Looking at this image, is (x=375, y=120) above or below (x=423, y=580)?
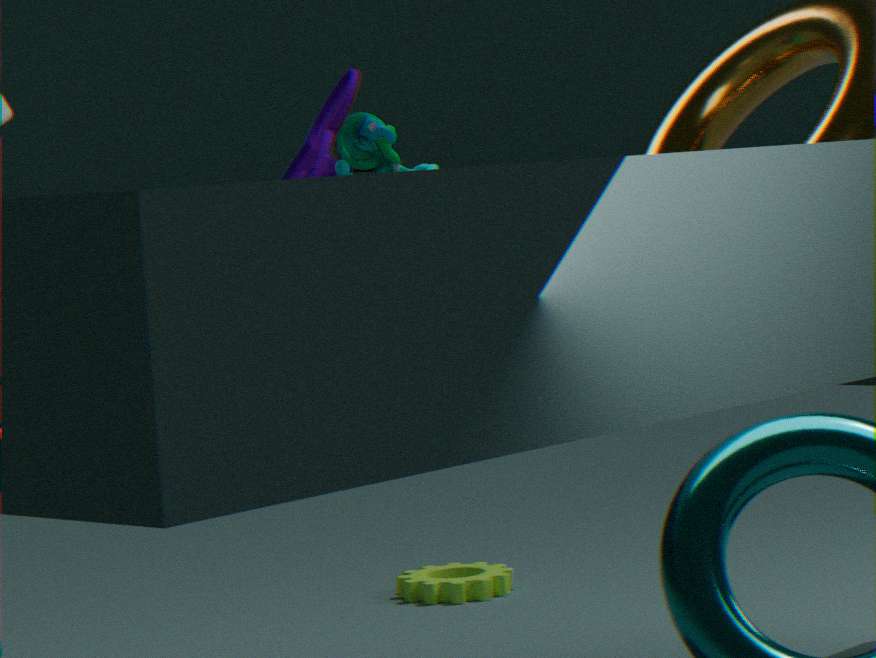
above
